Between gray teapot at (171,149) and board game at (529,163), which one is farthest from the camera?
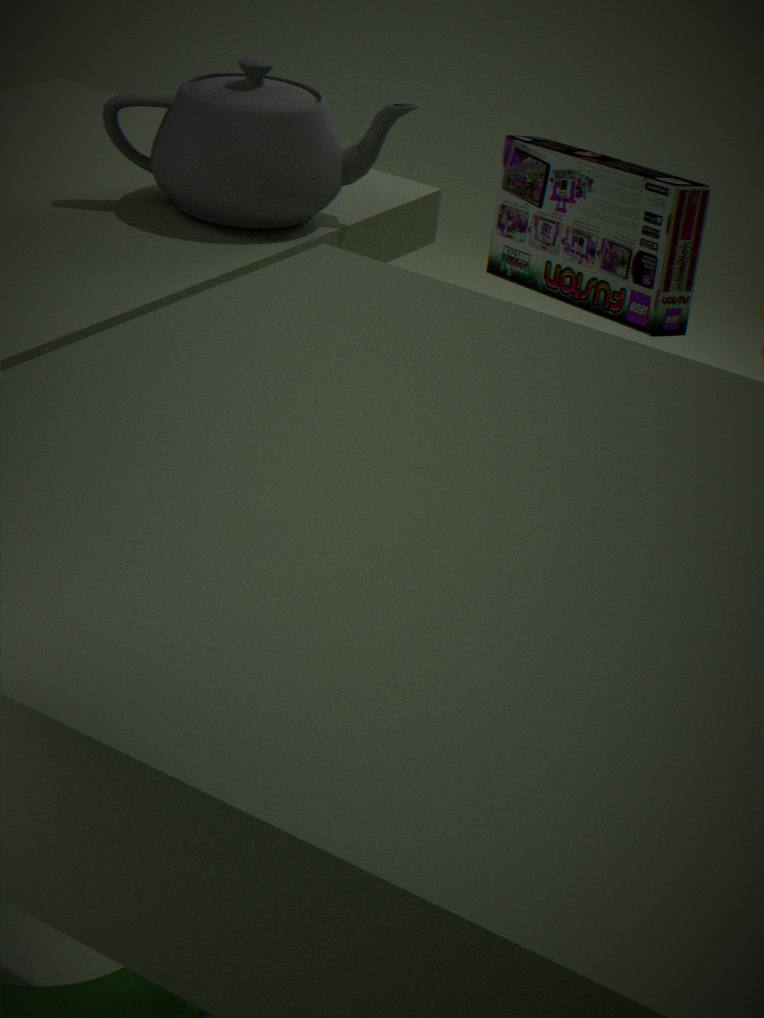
gray teapot at (171,149)
